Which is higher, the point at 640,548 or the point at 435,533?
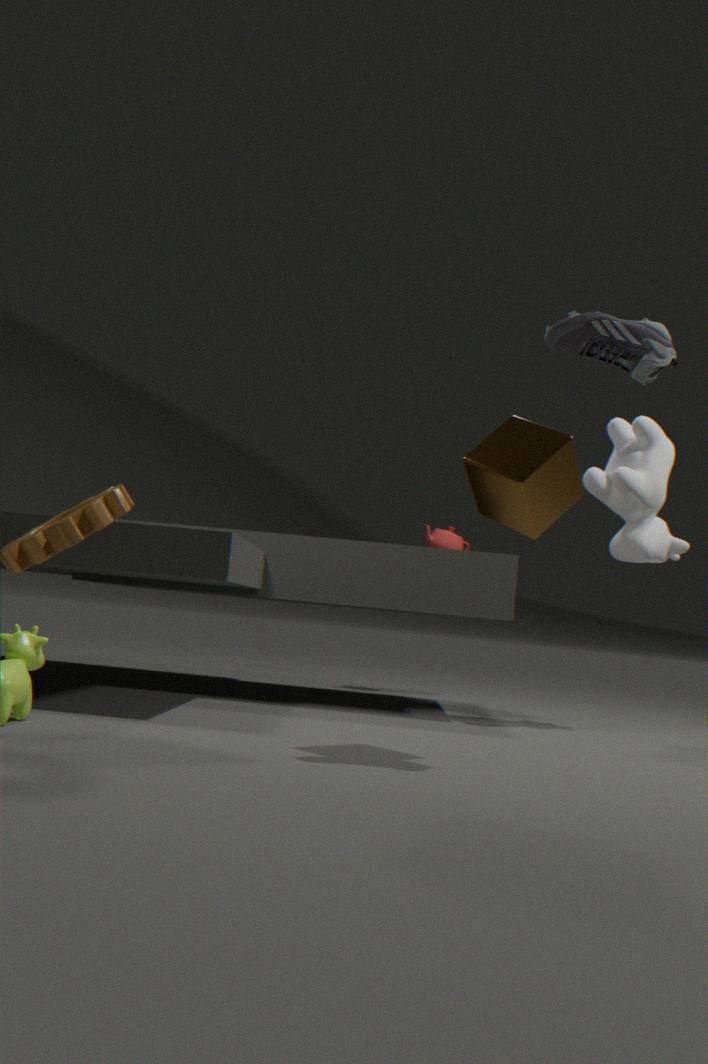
the point at 640,548
